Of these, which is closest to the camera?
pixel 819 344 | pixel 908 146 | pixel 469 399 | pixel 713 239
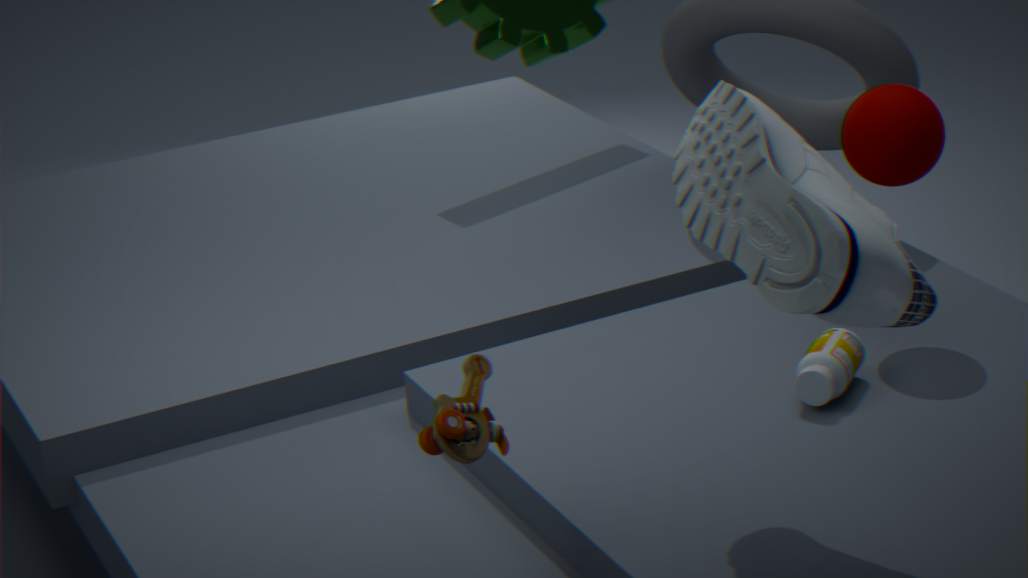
pixel 713 239
